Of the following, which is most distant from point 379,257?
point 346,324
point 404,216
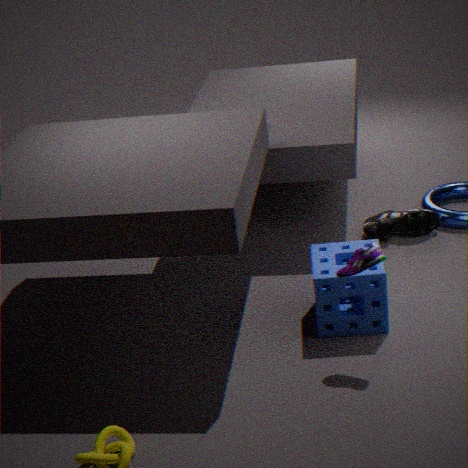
point 404,216
